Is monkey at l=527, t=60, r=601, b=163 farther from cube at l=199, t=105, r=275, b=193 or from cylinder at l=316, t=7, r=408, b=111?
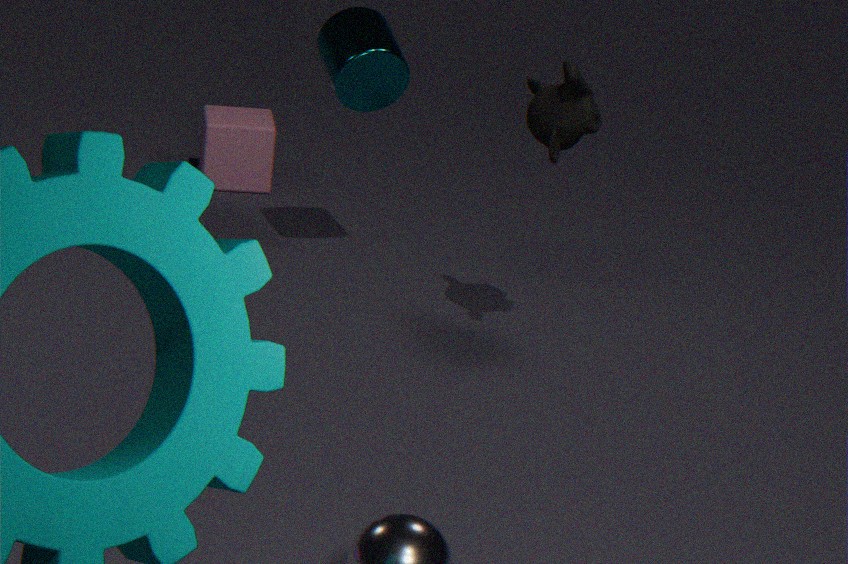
cube at l=199, t=105, r=275, b=193
